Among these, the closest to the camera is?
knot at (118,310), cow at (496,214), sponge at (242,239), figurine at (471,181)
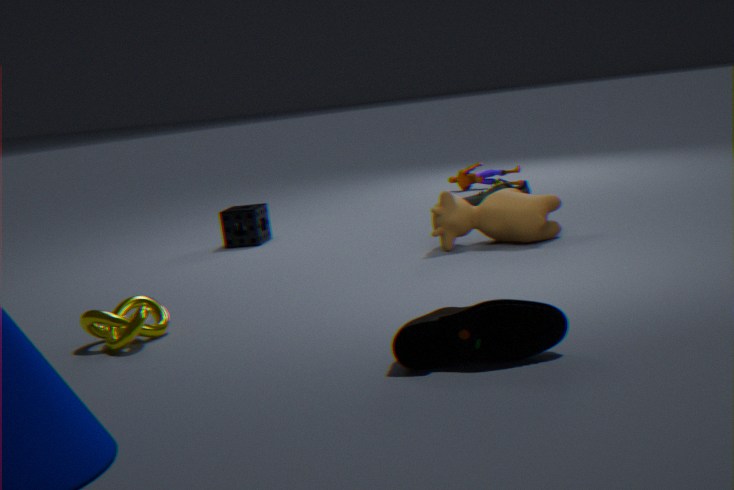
knot at (118,310)
